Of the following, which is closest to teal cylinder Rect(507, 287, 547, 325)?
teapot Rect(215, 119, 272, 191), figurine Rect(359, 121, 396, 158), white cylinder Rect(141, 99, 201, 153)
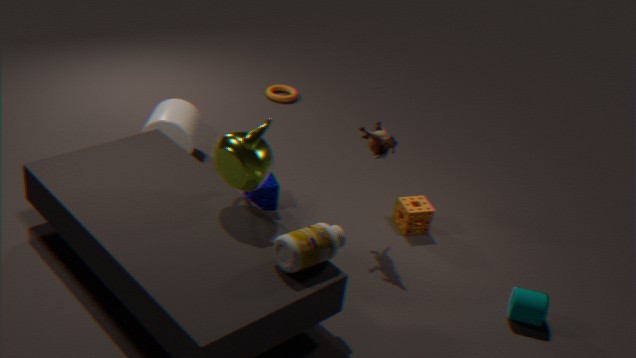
figurine Rect(359, 121, 396, 158)
